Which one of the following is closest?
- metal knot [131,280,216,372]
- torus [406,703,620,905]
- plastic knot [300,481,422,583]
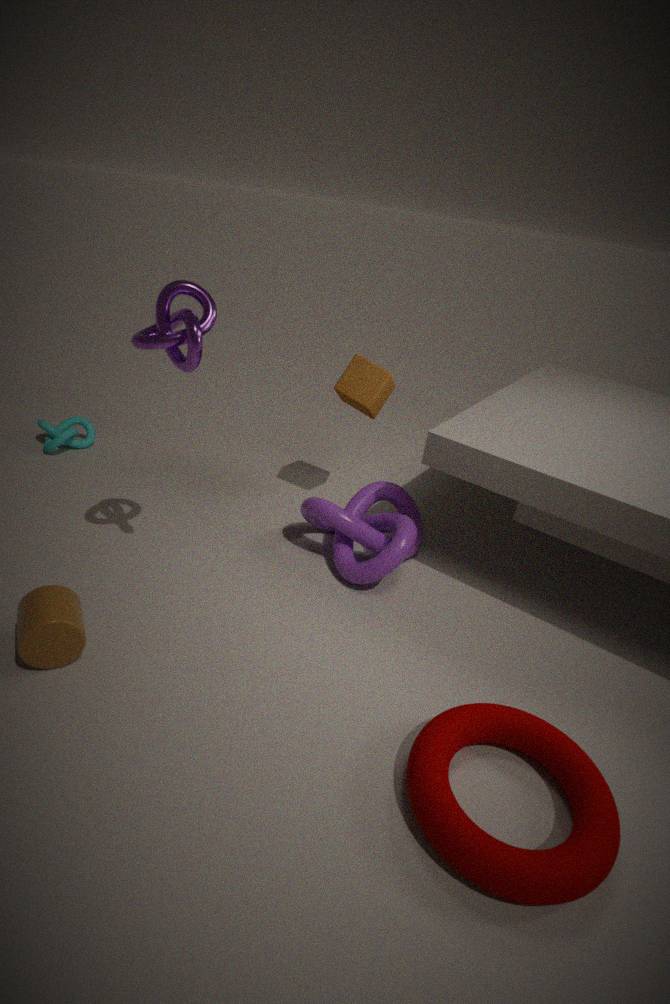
torus [406,703,620,905]
